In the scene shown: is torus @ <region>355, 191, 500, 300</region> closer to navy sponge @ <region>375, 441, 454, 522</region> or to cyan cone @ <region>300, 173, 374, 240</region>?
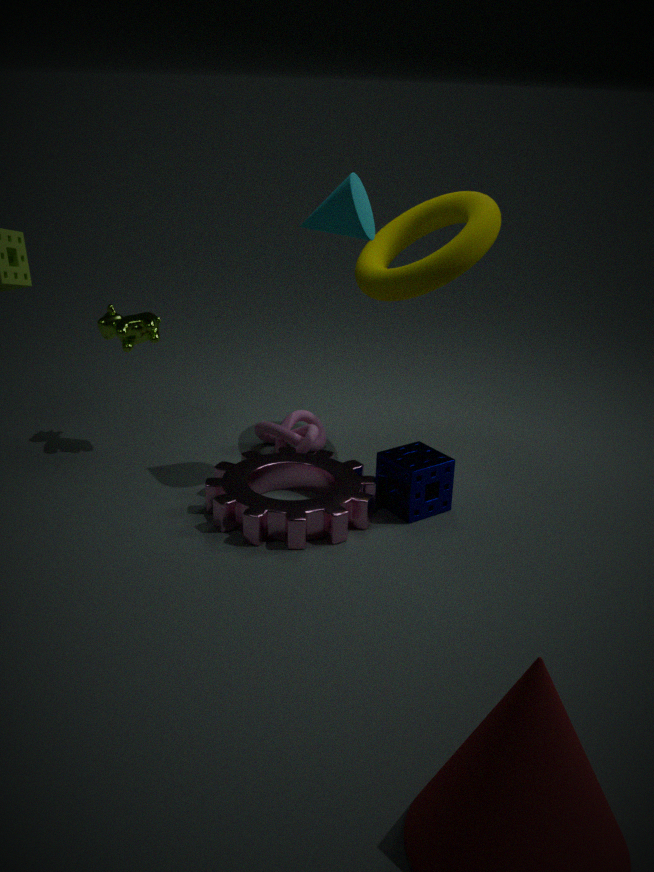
cyan cone @ <region>300, 173, 374, 240</region>
